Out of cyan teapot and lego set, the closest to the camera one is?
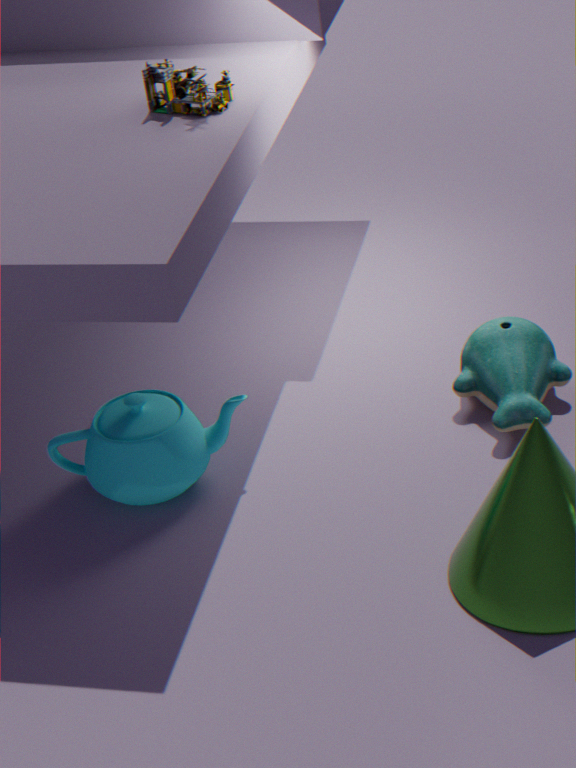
cyan teapot
